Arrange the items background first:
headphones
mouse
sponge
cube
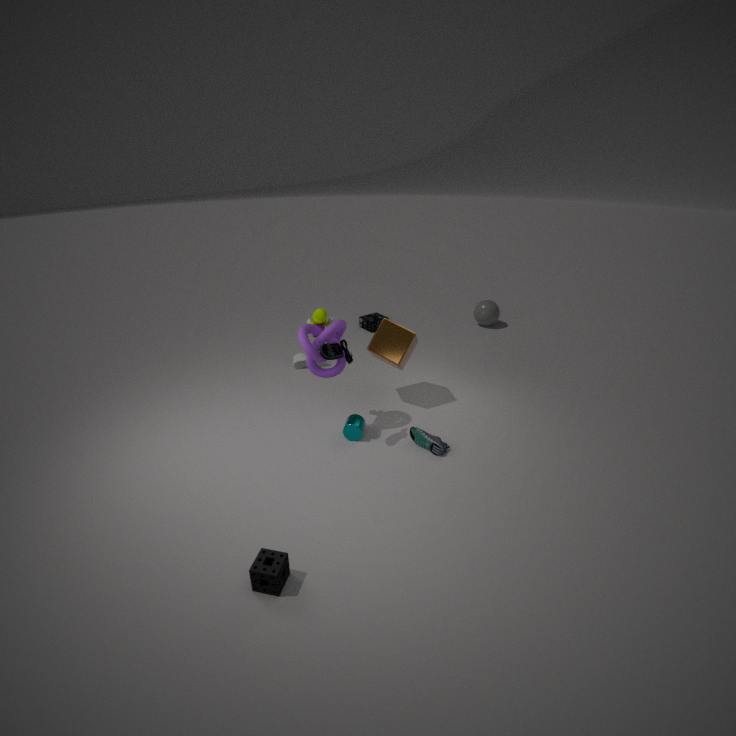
headphones < cube < mouse < sponge
